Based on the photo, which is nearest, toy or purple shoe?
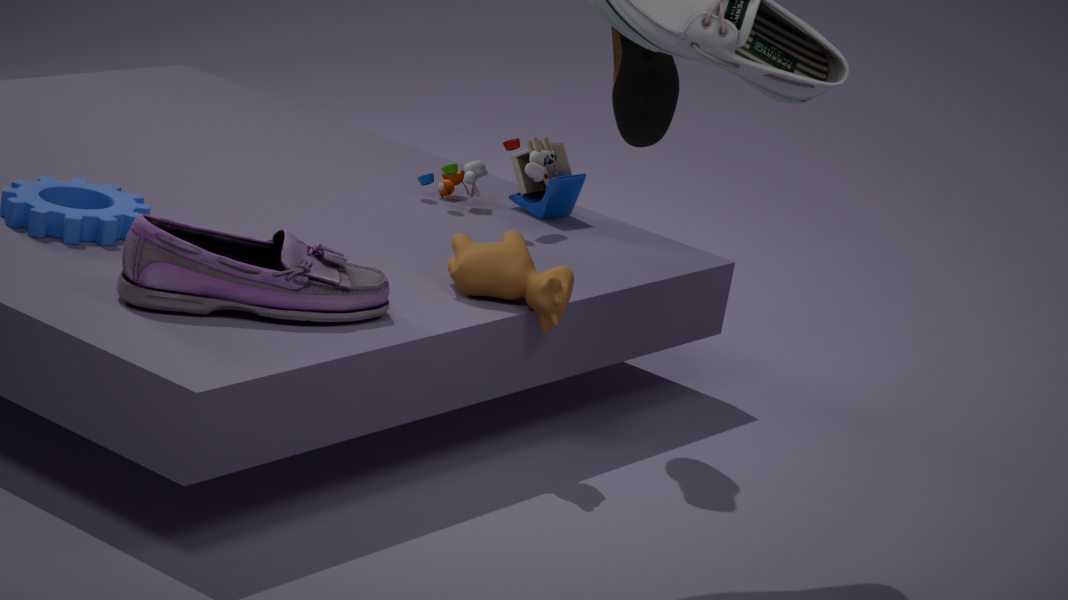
purple shoe
